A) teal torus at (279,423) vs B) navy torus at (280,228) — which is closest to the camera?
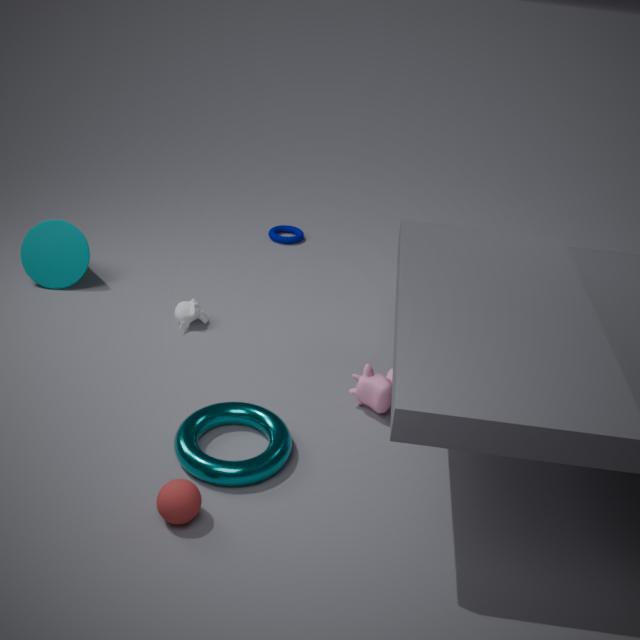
A. teal torus at (279,423)
